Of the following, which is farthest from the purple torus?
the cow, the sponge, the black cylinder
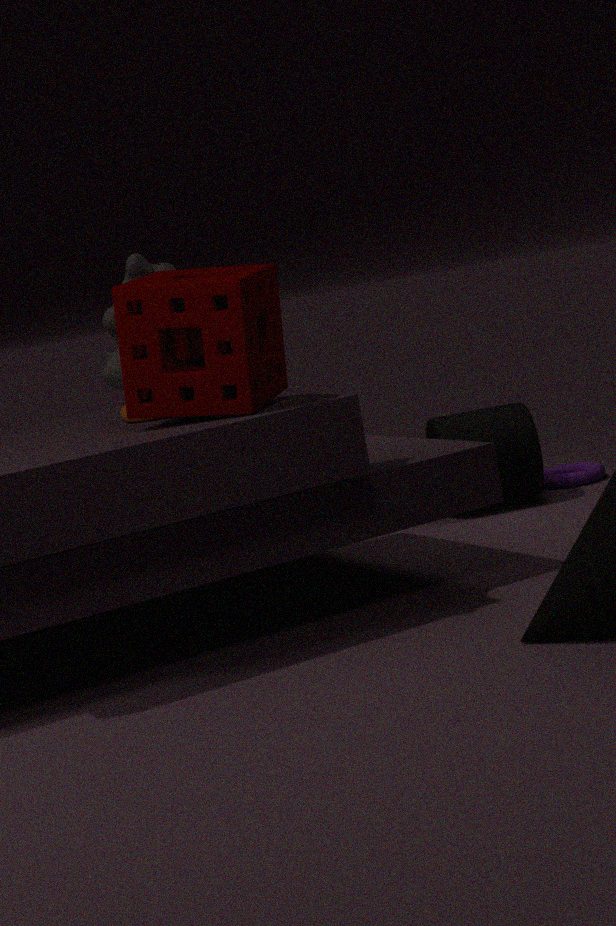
the sponge
